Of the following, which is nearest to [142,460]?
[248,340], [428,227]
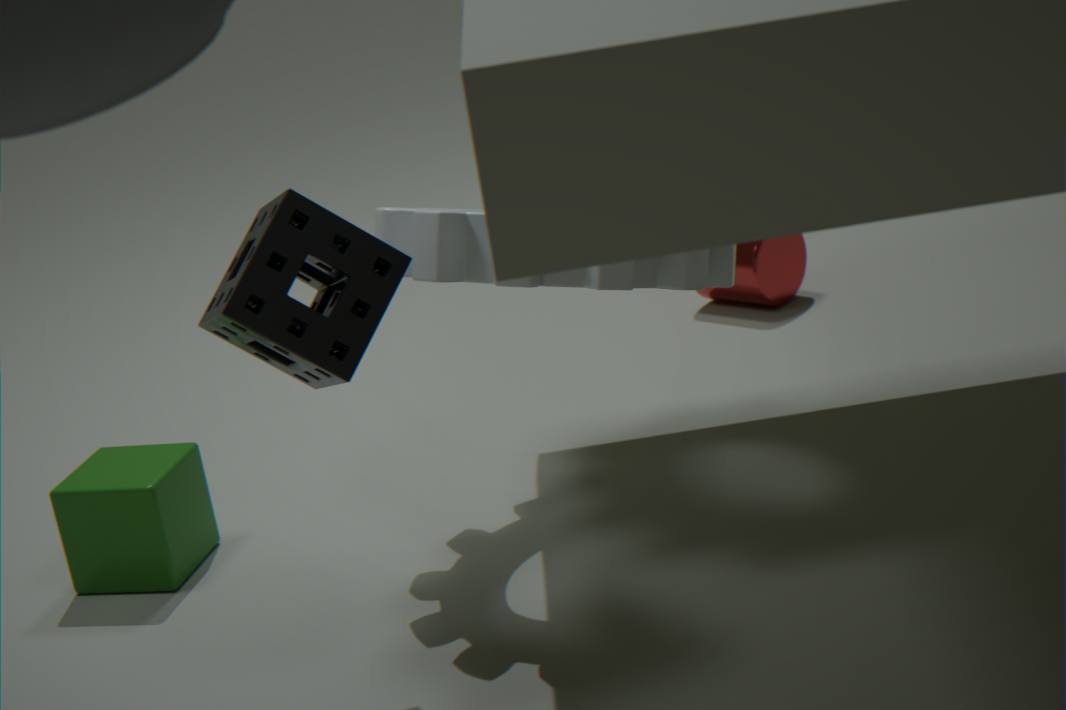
[248,340]
